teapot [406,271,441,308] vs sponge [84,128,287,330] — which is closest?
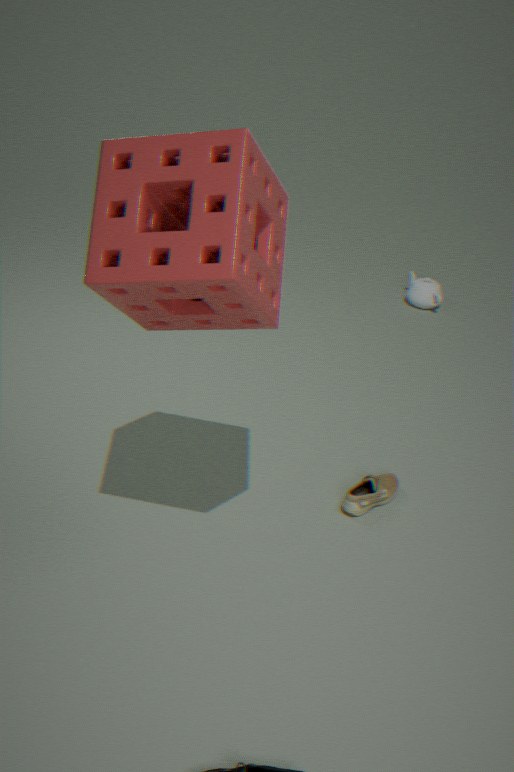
sponge [84,128,287,330]
